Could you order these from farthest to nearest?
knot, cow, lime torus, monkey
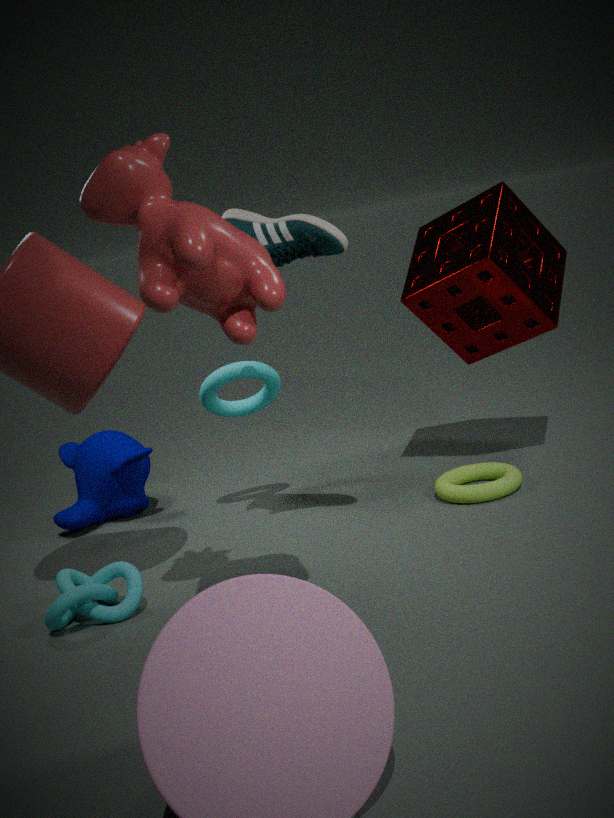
monkey < lime torus < knot < cow
